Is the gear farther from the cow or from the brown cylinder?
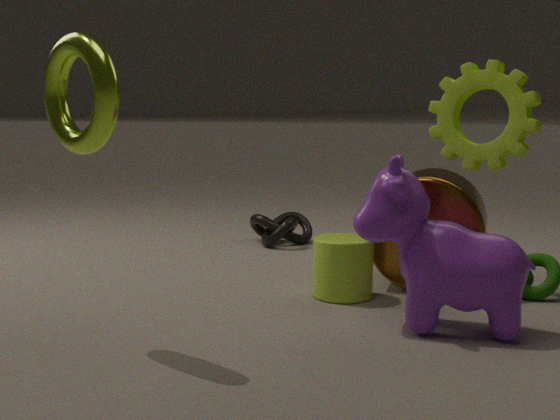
the brown cylinder
